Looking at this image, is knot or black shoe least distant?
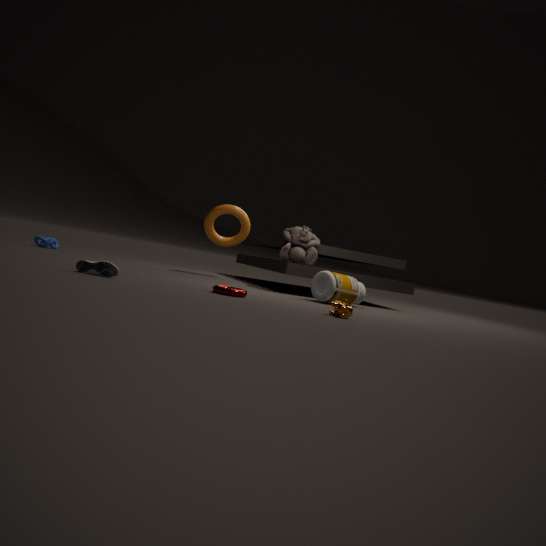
black shoe
